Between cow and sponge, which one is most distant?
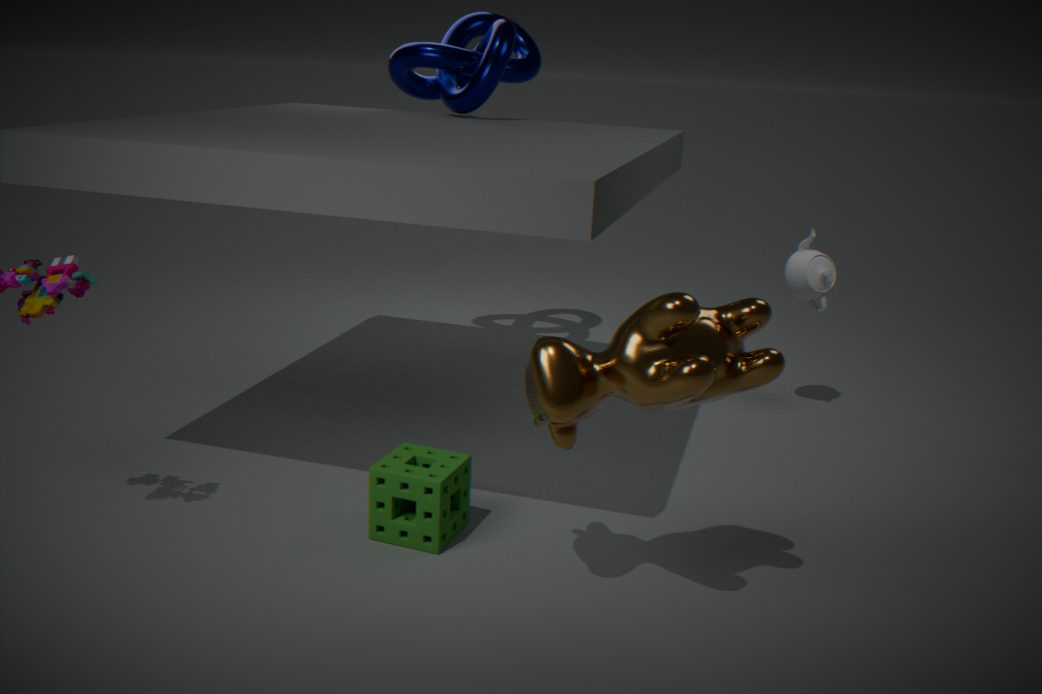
sponge
